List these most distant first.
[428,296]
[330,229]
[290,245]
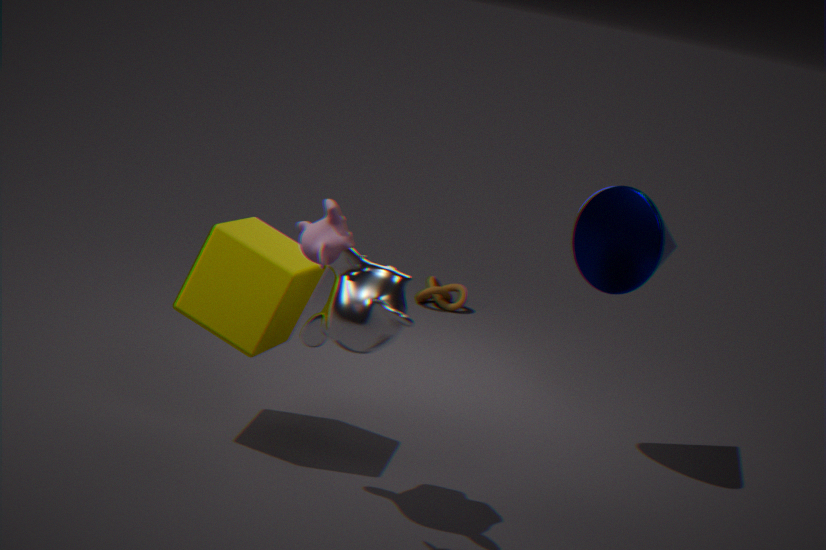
[428,296]
[290,245]
[330,229]
